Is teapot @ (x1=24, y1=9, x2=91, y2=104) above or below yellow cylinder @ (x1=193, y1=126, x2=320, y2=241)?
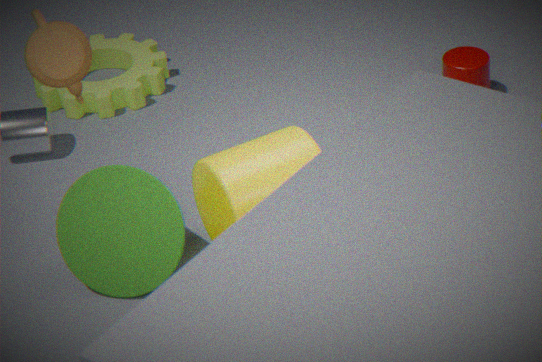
above
